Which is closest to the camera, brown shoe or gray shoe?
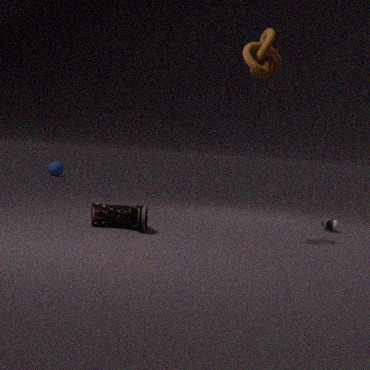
brown shoe
